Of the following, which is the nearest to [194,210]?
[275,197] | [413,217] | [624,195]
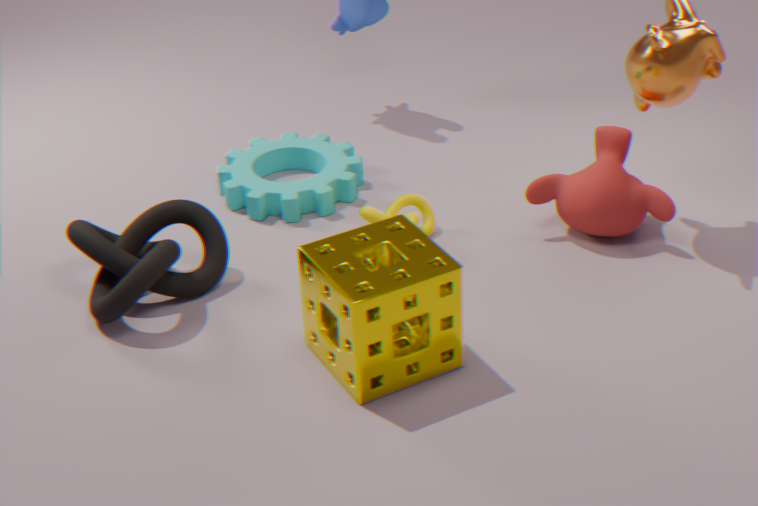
[275,197]
